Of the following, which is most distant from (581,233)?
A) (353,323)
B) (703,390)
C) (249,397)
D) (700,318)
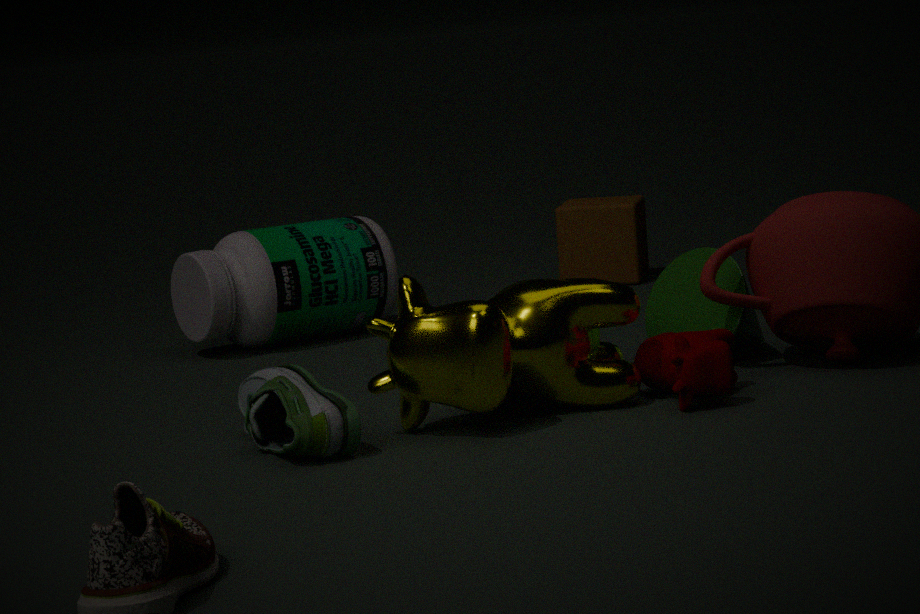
(249,397)
